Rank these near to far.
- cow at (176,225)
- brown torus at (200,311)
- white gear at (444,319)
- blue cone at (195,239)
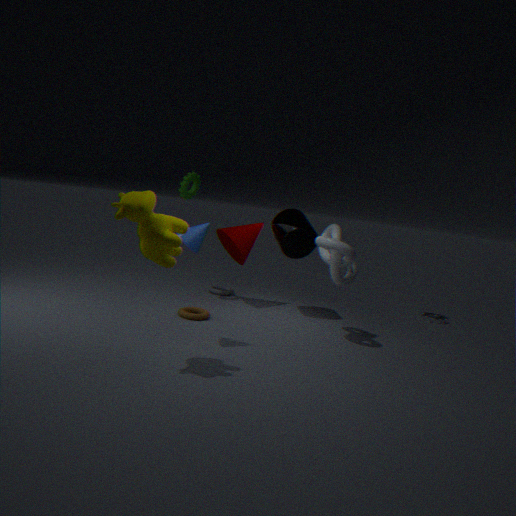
cow at (176,225) → blue cone at (195,239) → brown torus at (200,311) → white gear at (444,319)
